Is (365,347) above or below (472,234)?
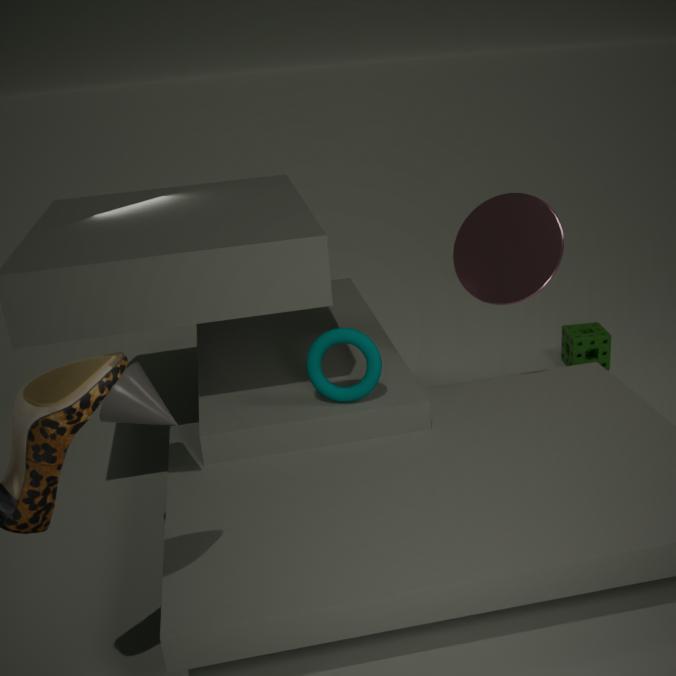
below
